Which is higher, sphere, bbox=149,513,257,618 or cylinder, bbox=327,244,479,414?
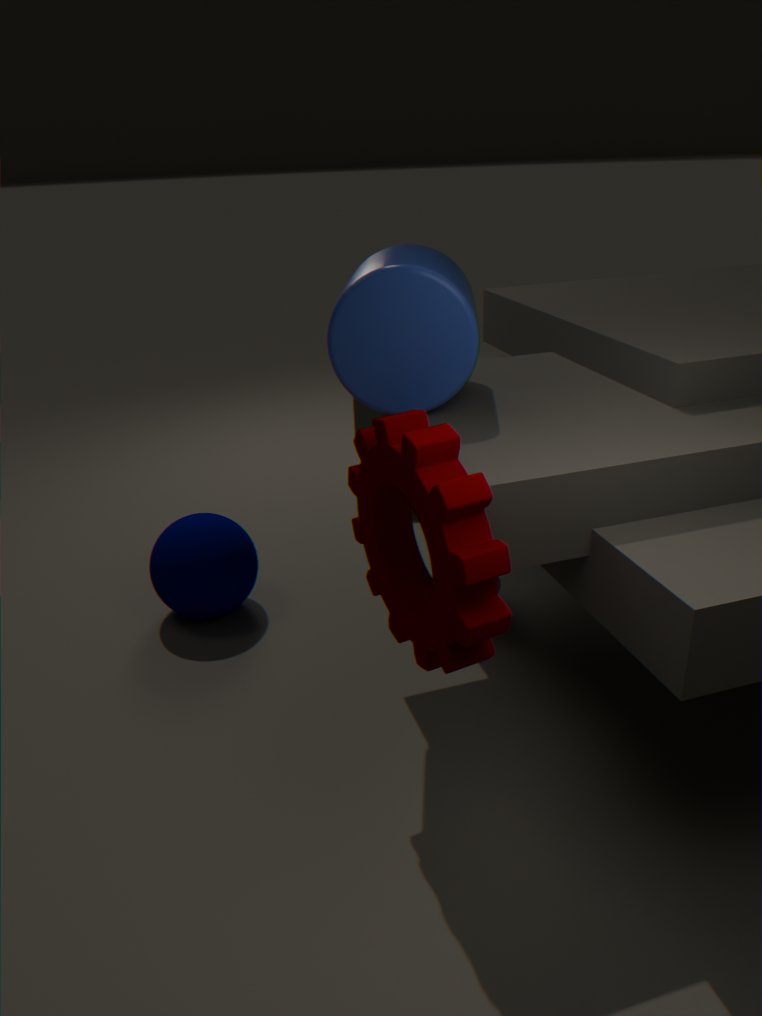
cylinder, bbox=327,244,479,414
